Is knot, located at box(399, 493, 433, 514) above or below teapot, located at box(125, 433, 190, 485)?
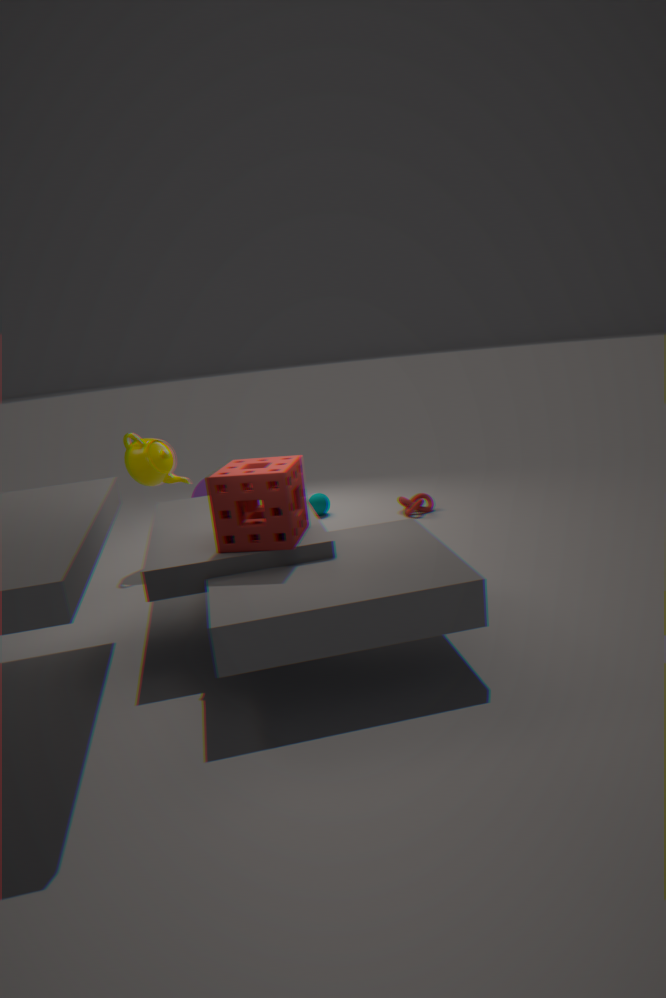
below
